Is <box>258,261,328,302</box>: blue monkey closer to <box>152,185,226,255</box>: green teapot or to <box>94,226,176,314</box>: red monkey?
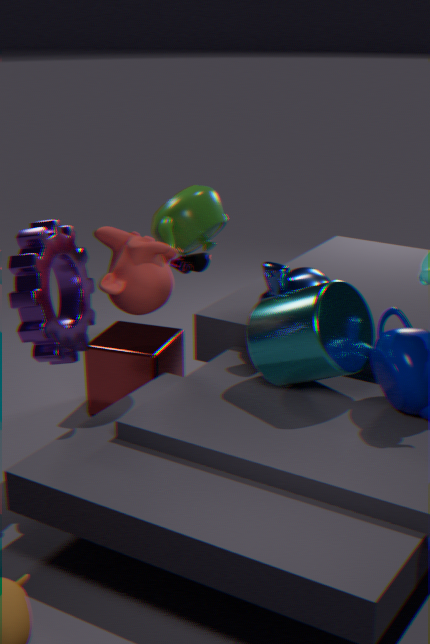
<box>152,185,226,255</box>: green teapot
